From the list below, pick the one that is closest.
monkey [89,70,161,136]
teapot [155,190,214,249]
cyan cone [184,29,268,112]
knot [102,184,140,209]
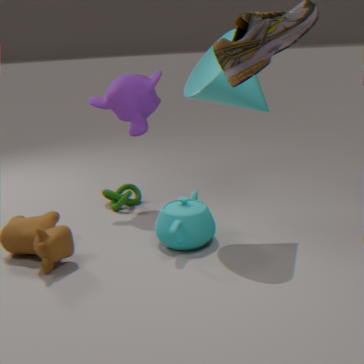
cyan cone [184,29,268,112]
